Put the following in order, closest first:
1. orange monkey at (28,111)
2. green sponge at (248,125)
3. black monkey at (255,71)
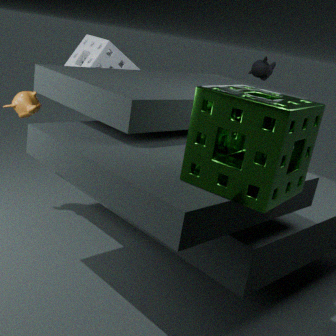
1. green sponge at (248,125)
2. orange monkey at (28,111)
3. black monkey at (255,71)
